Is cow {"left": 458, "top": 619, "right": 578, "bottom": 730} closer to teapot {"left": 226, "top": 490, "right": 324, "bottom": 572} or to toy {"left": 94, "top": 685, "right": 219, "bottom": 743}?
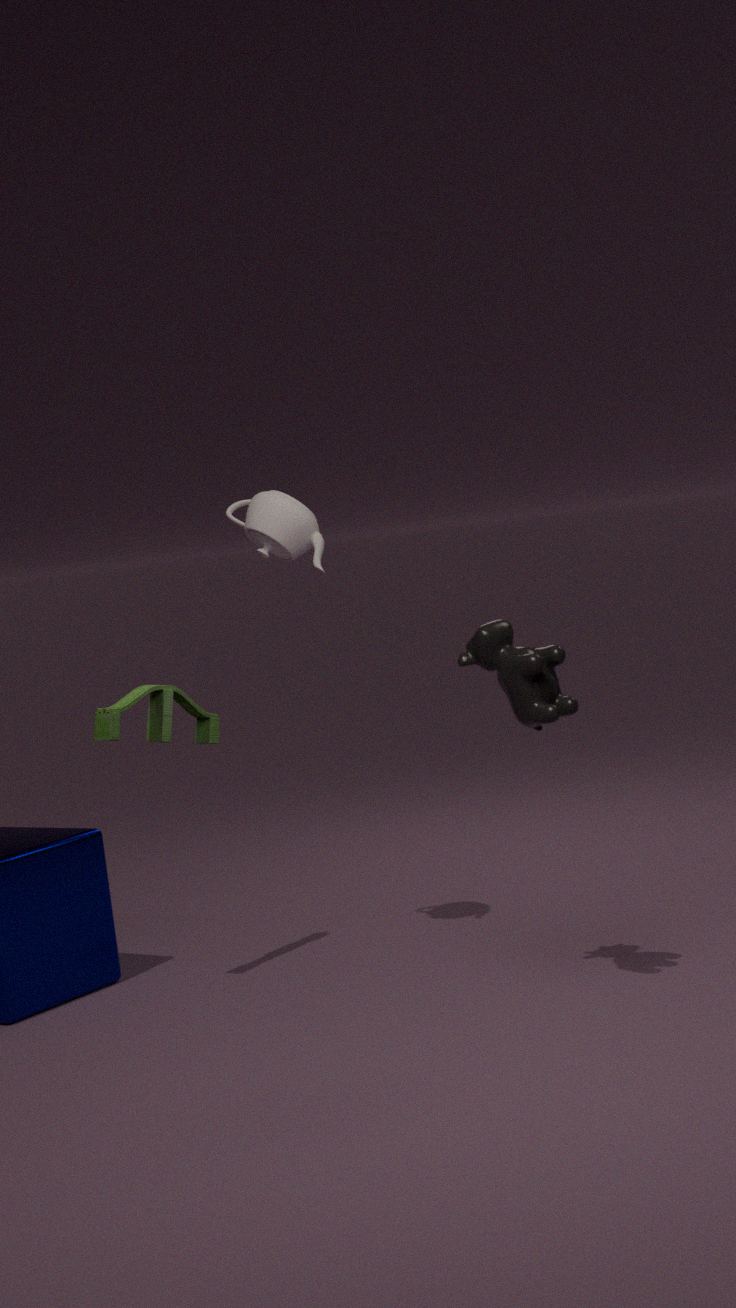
teapot {"left": 226, "top": 490, "right": 324, "bottom": 572}
